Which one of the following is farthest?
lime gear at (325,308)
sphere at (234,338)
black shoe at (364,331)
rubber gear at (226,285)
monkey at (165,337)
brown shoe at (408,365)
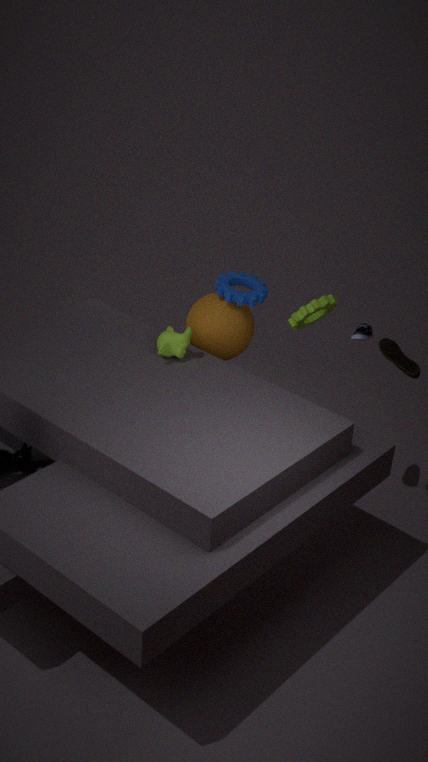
lime gear at (325,308)
